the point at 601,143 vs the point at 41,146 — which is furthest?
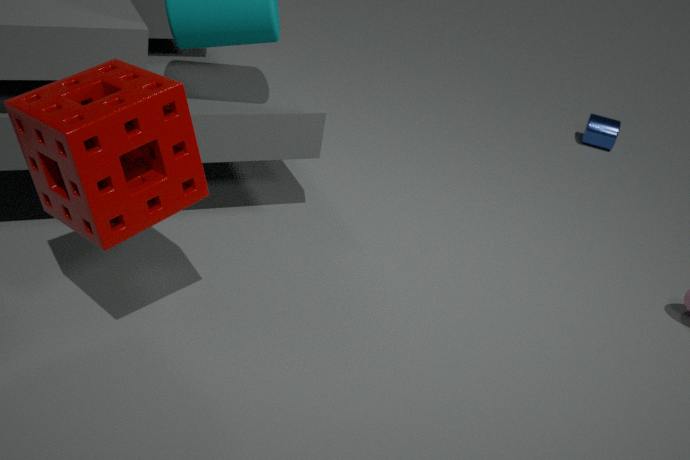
the point at 601,143
